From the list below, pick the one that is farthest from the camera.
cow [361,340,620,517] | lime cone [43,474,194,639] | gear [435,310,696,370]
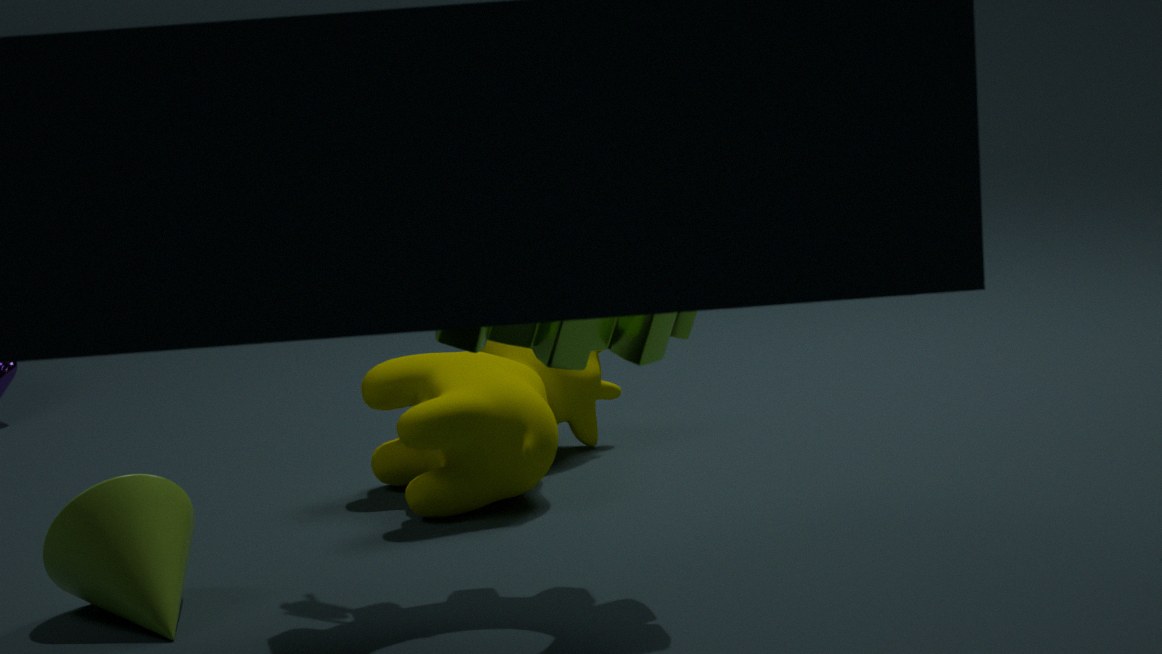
cow [361,340,620,517]
